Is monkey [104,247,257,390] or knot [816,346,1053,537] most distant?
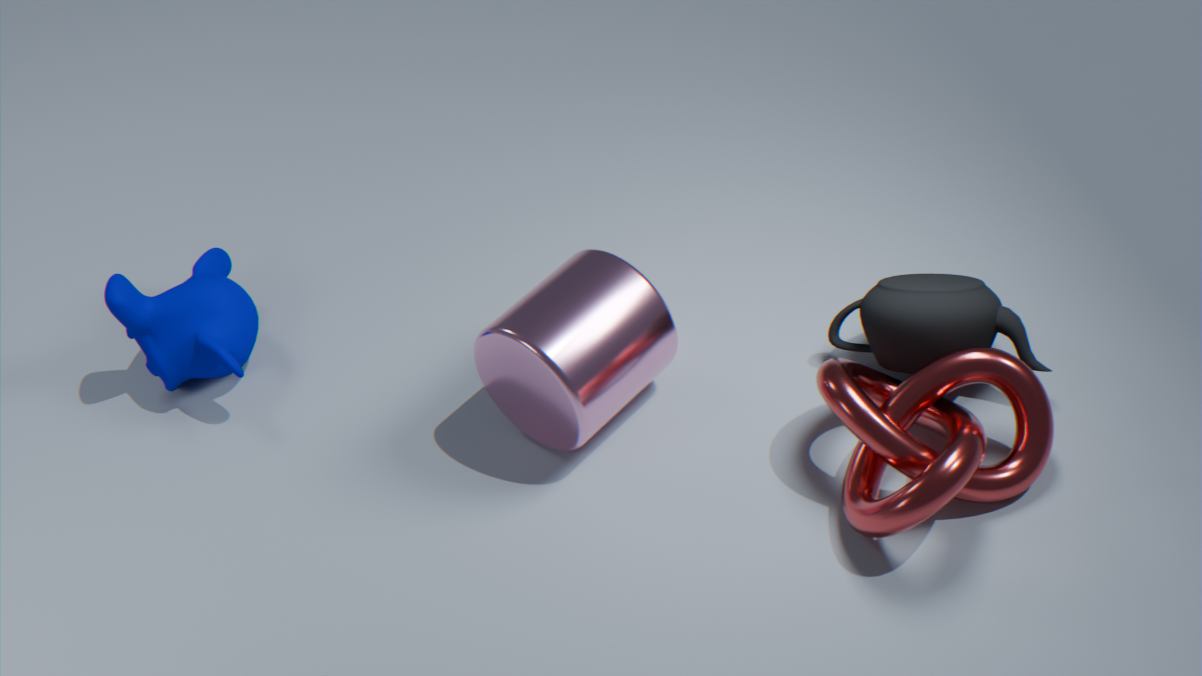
monkey [104,247,257,390]
